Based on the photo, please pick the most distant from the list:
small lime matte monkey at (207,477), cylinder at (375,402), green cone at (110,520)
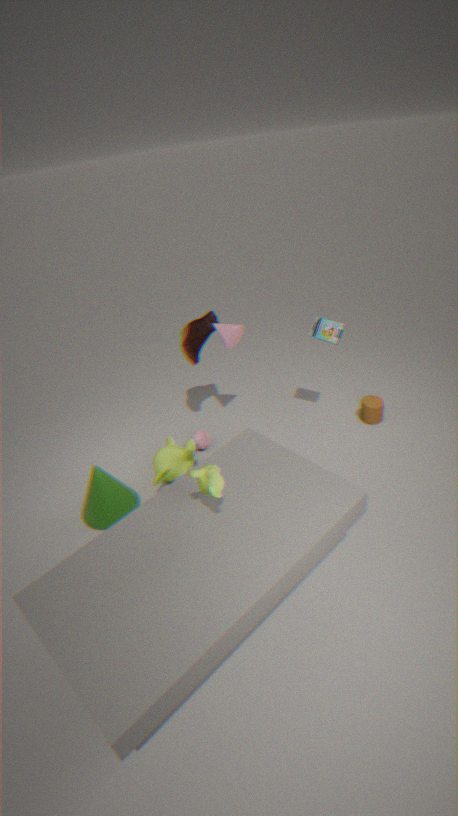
cylinder at (375,402)
